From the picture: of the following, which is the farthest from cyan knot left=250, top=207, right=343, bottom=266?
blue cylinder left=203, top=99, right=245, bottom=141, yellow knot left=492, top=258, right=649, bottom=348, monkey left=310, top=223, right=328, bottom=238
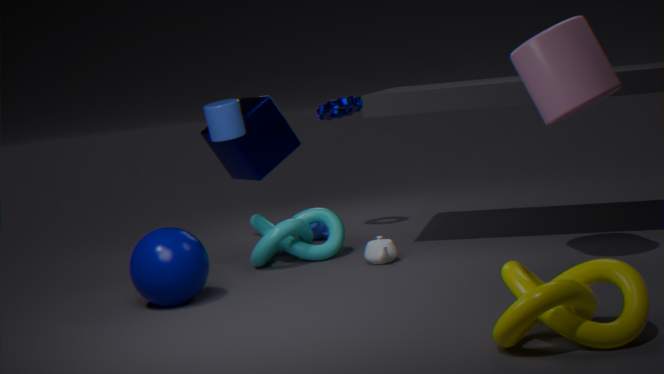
yellow knot left=492, top=258, right=649, bottom=348
